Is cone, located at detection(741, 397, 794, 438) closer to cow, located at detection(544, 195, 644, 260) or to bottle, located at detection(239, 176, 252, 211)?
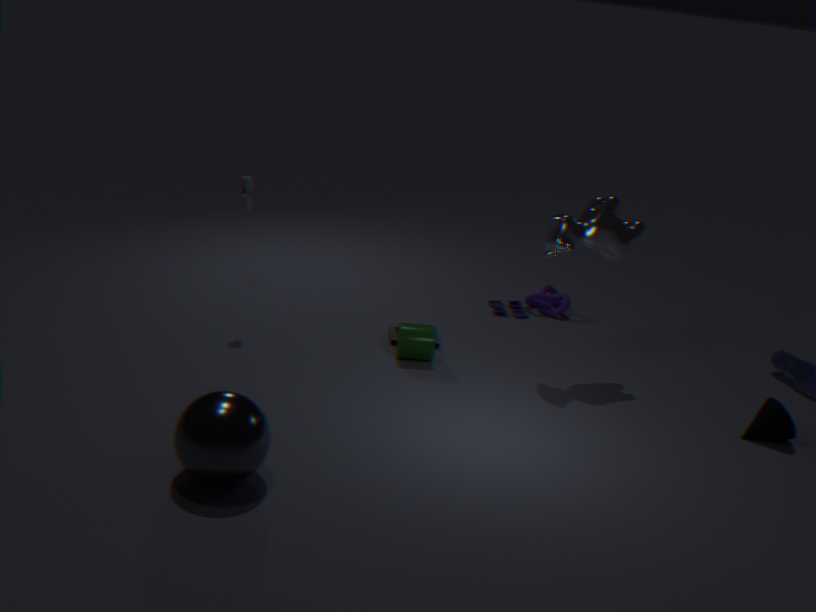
cow, located at detection(544, 195, 644, 260)
